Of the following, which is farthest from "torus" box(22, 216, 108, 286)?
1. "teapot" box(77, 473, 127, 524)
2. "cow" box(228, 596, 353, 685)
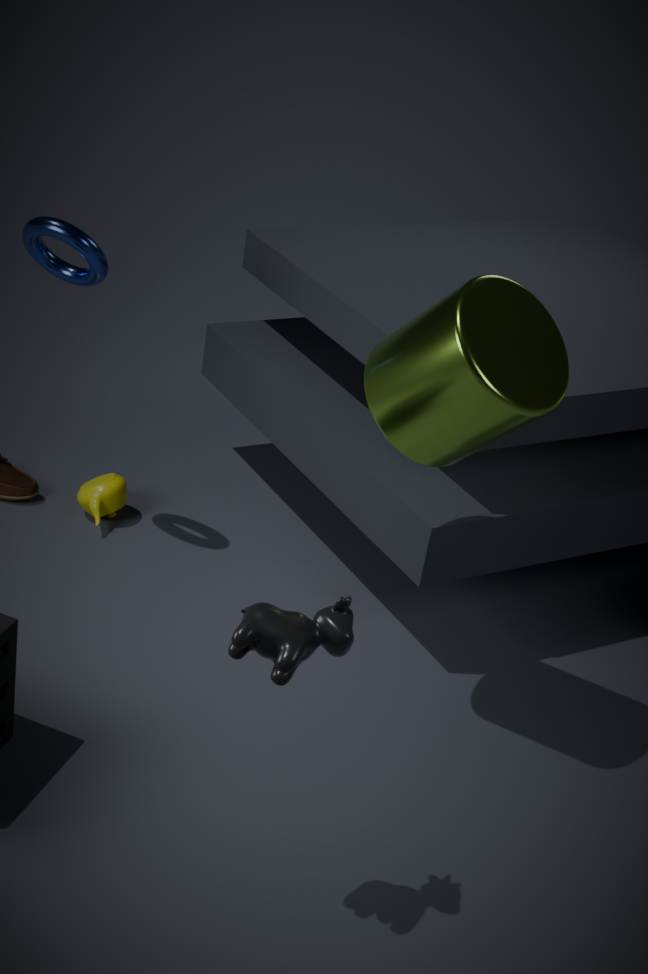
"cow" box(228, 596, 353, 685)
